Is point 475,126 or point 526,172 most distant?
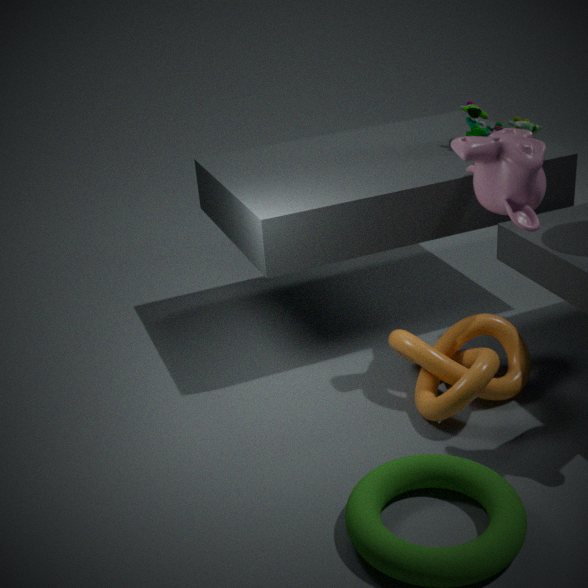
point 475,126
